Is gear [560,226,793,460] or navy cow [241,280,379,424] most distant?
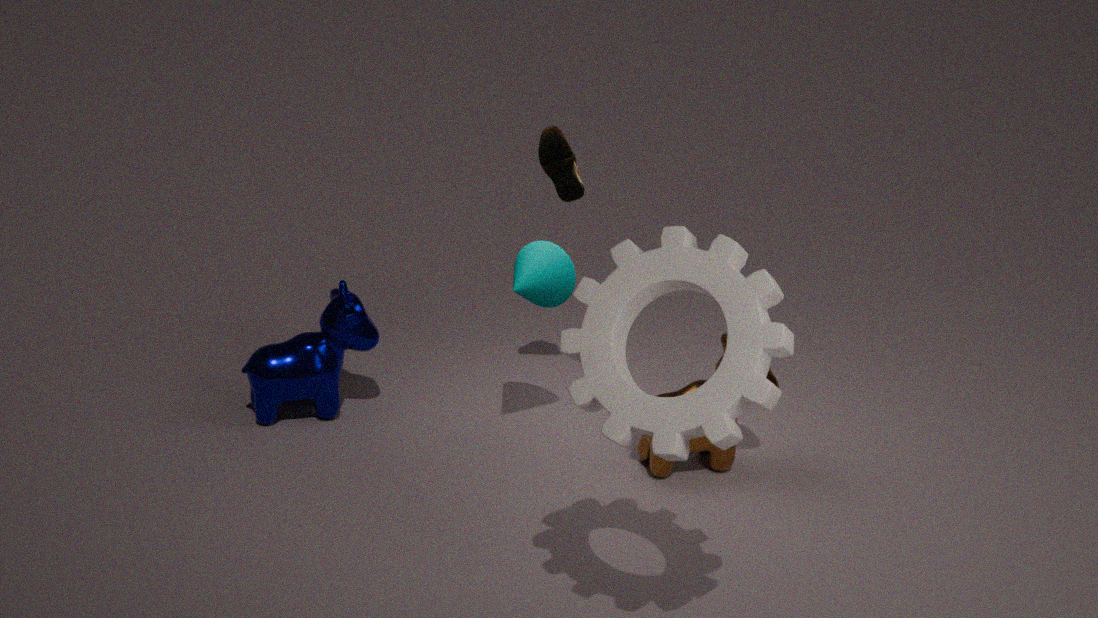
navy cow [241,280,379,424]
